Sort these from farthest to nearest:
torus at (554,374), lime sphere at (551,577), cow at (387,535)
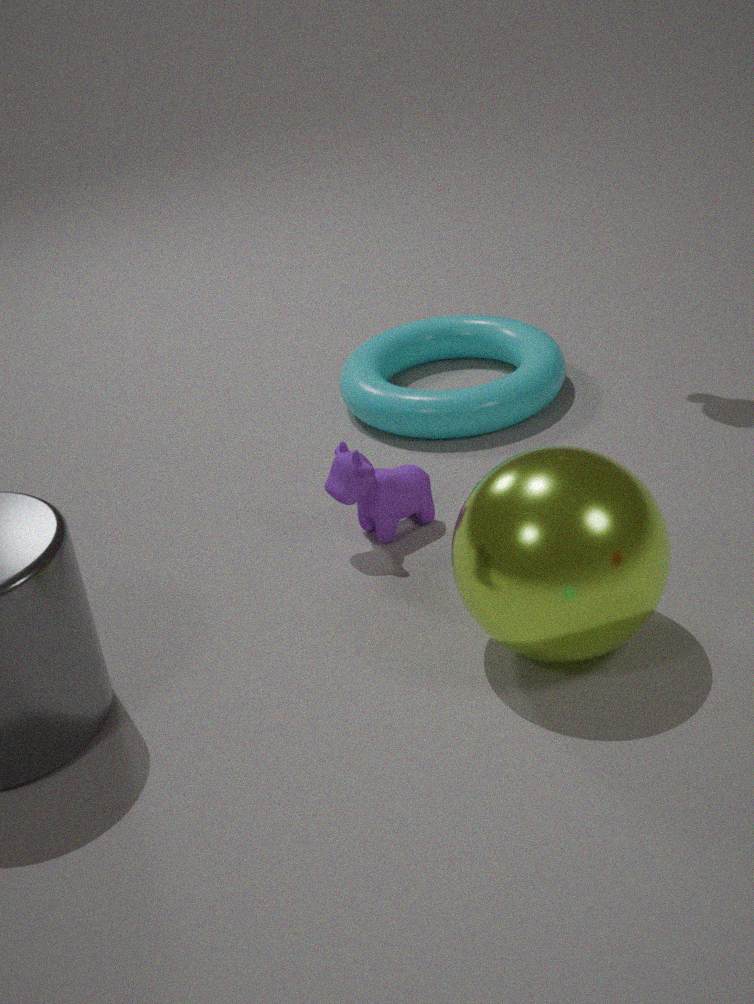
torus at (554,374), cow at (387,535), lime sphere at (551,577)
